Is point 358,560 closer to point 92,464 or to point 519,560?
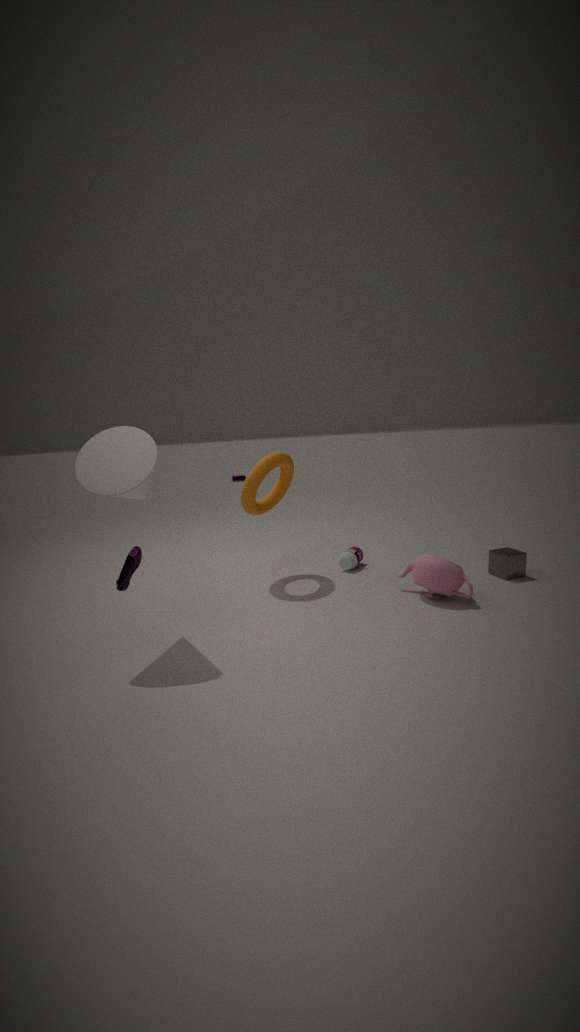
point 519,560
